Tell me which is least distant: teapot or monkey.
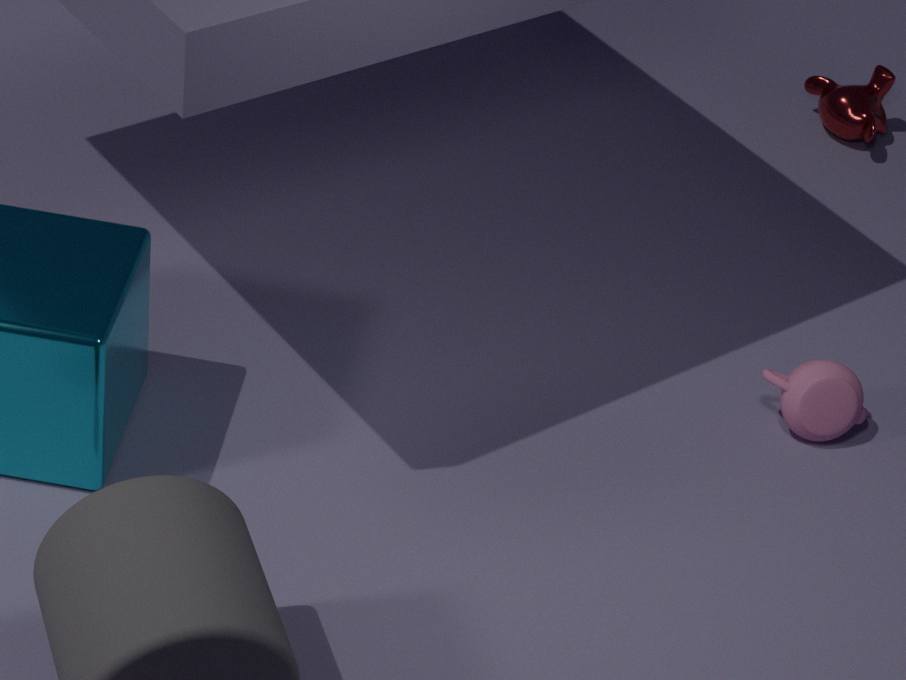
teapot
